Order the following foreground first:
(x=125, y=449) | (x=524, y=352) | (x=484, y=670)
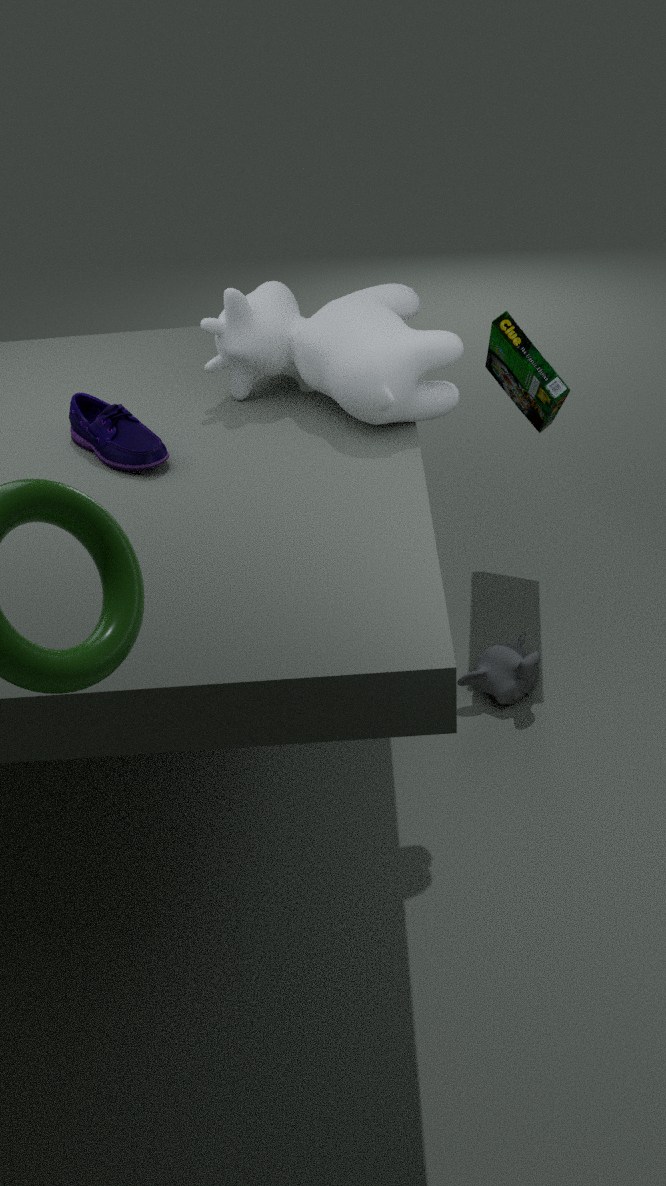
(x=125, y=449)
(x=524, y=352)
(x=484, y=670)
